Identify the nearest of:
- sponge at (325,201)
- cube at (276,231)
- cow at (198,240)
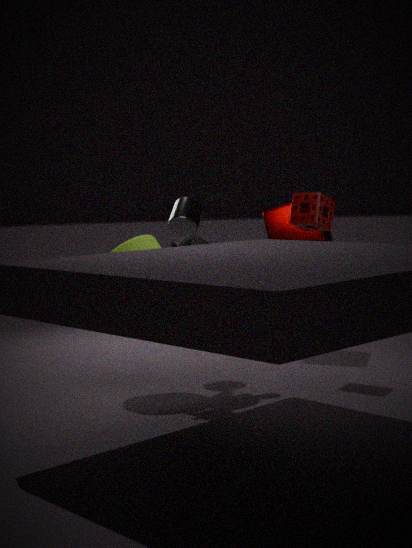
cow at (198,240)
